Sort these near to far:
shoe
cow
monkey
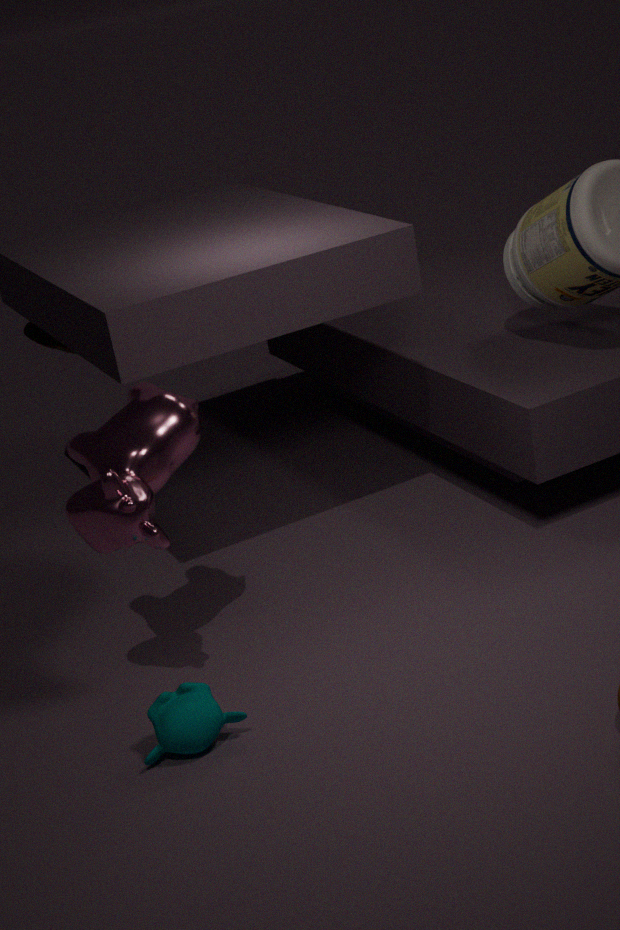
cow, monkey, shoe
